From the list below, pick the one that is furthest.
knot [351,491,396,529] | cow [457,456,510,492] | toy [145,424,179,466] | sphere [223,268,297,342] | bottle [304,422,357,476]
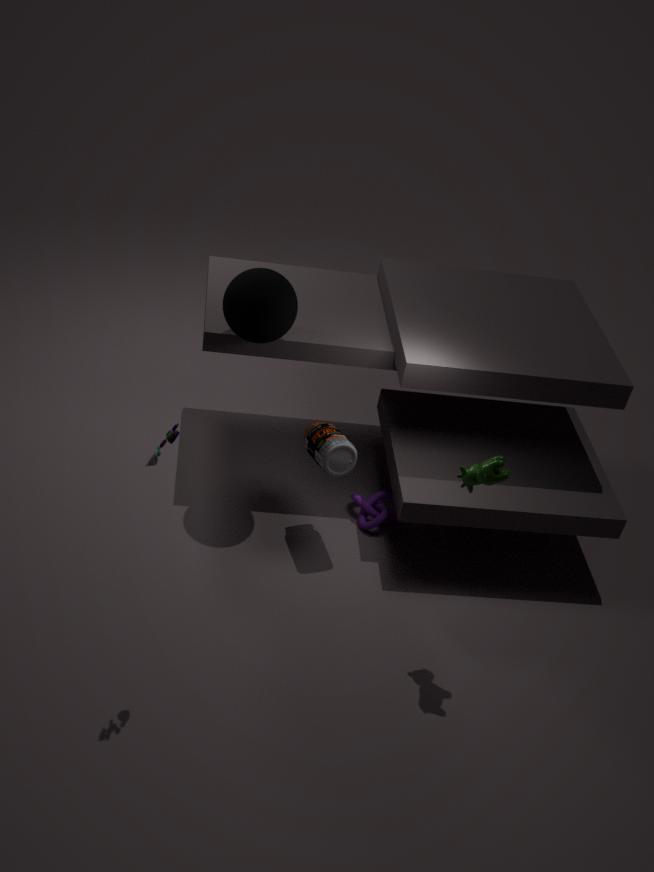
knot [351,491,396,529]
